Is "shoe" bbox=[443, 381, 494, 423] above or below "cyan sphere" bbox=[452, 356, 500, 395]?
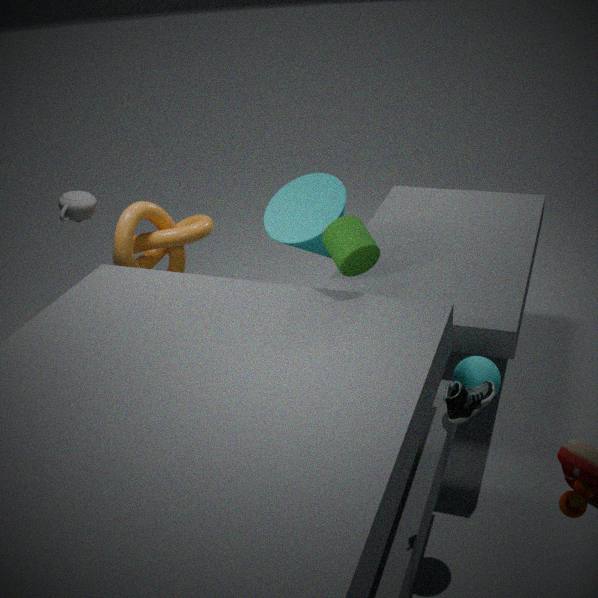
above
